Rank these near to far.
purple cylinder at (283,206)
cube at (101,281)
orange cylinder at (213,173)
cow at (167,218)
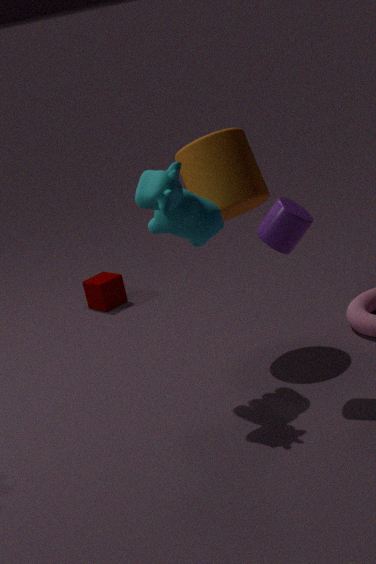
cow at (167,218) < purple cylinder at (283,206) < orange cylinder at (213,173) < cube at (101,281)
